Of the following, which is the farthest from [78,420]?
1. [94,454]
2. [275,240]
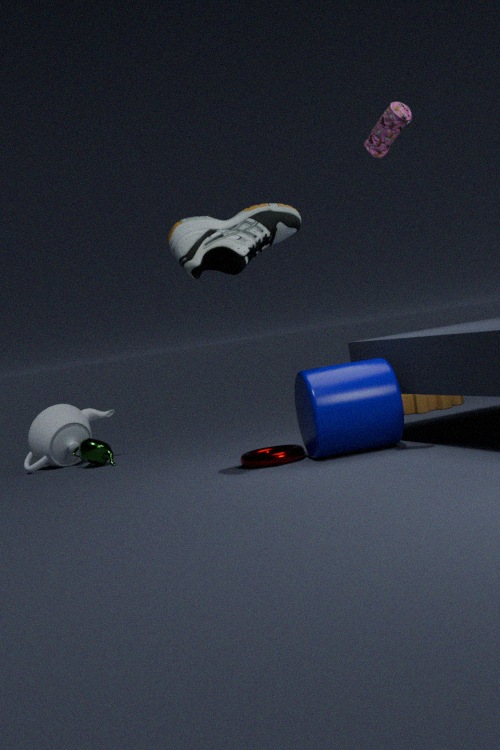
[275,240]
